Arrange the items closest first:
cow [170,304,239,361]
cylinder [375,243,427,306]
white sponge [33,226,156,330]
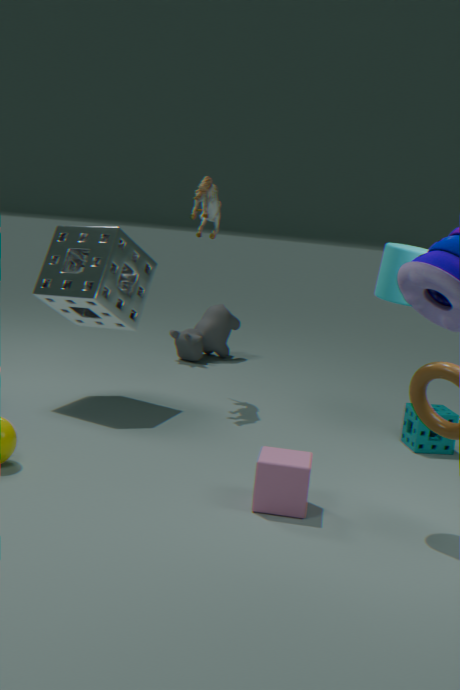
cylinder [375,243,427,306]
white sponge [33,226,156,330]
cow [170,304,239,361]
